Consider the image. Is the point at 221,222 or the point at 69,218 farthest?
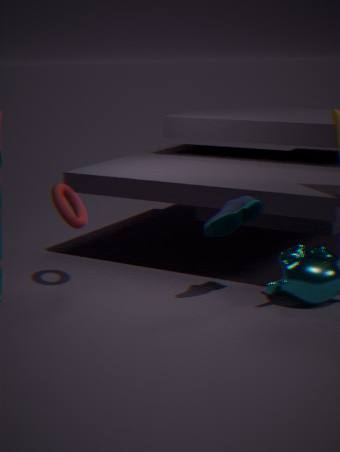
the point at 69,218
